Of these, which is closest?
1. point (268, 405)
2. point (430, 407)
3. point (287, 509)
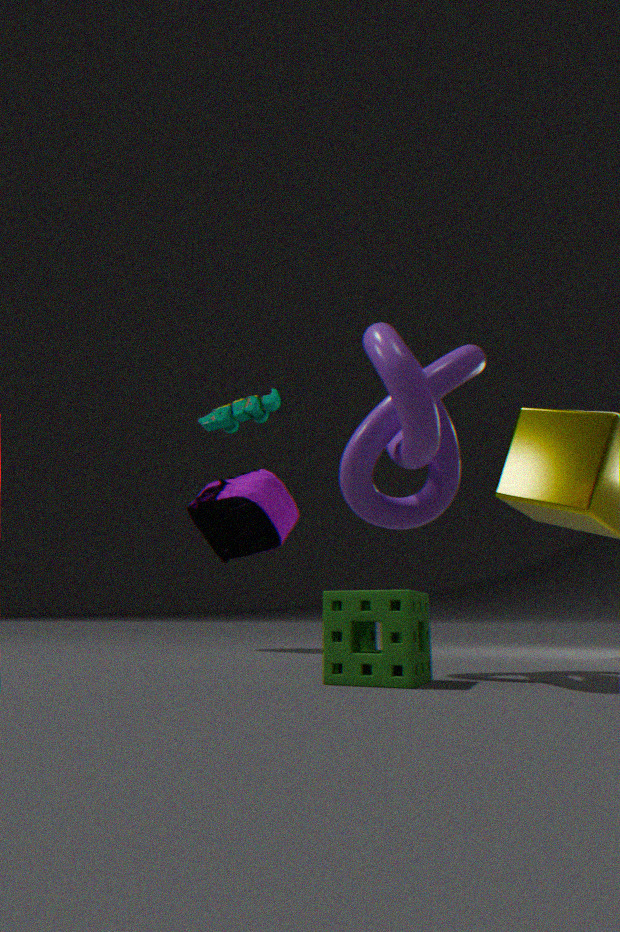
point (430, 407)
